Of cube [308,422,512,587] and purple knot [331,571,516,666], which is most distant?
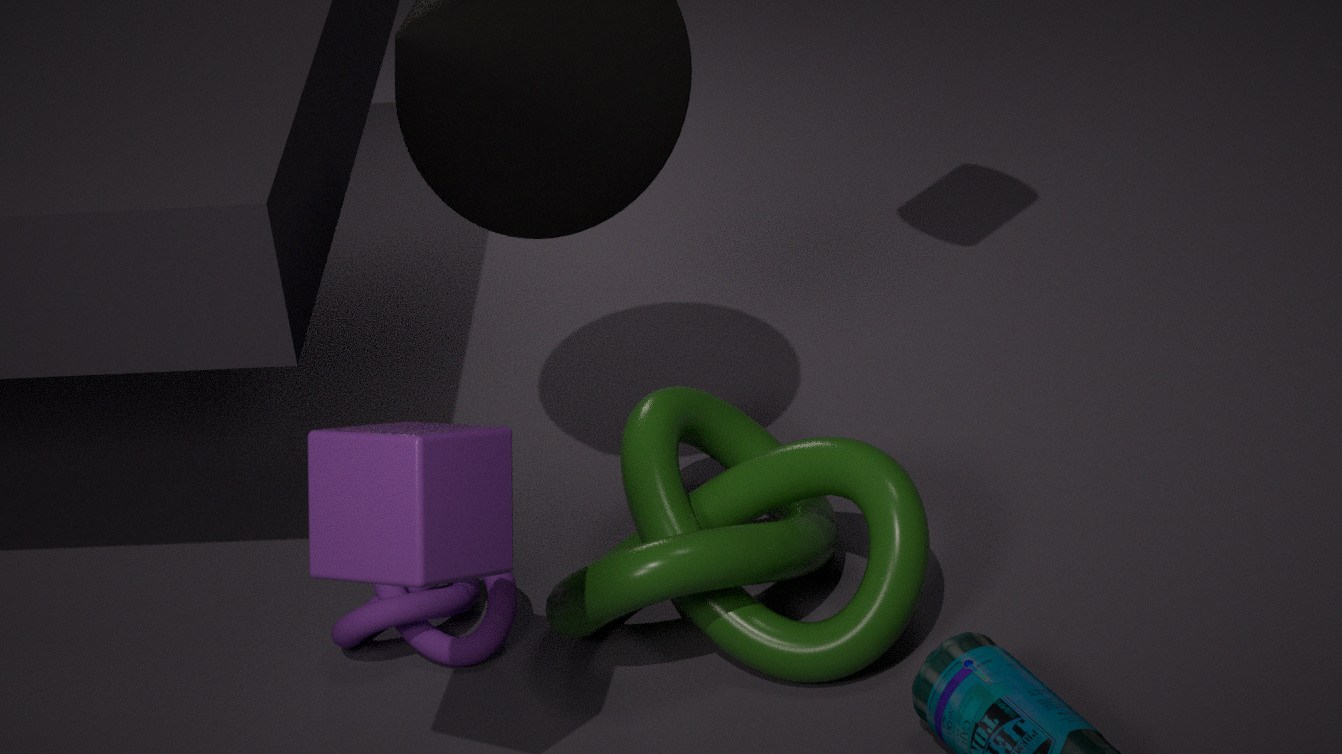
purple knot [331,571,516,666]
